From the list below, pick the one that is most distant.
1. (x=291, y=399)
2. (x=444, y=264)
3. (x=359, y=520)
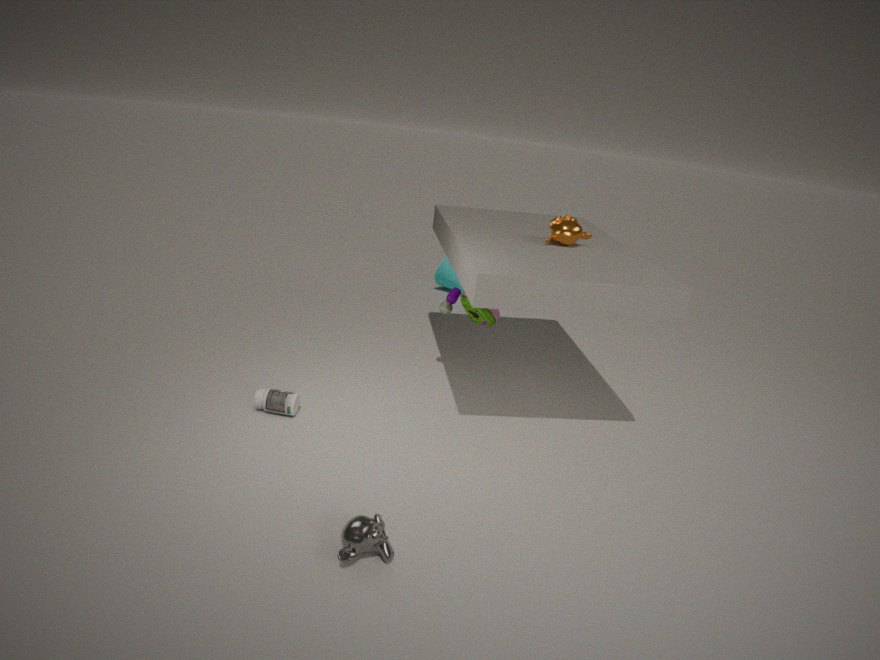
(x=444, y=264)
